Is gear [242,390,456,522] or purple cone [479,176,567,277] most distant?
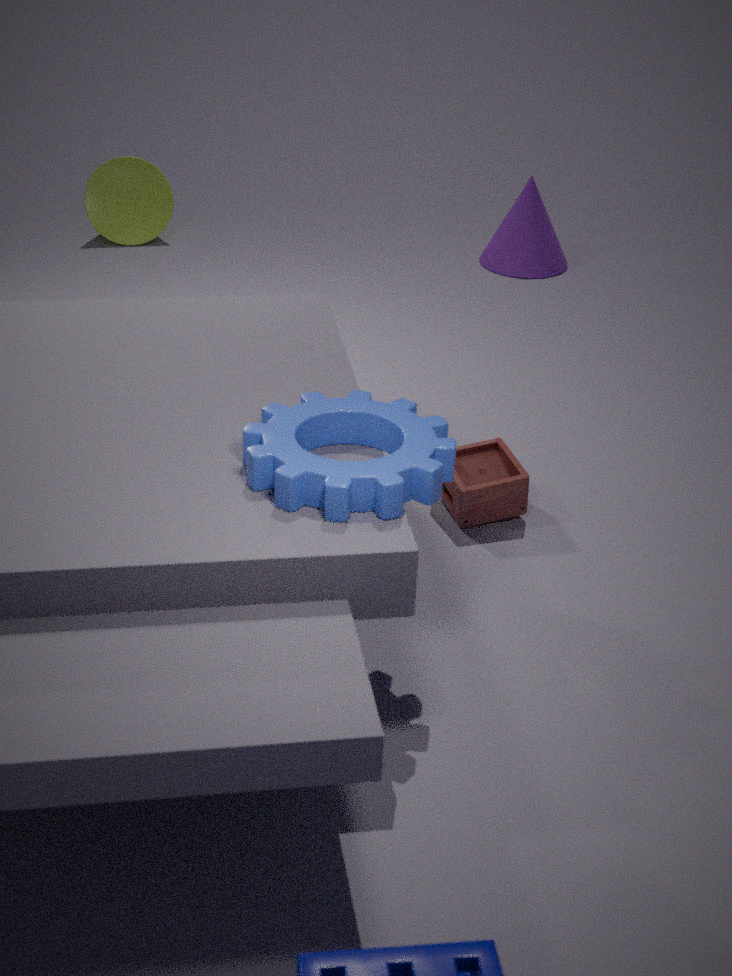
purple cone [479,176,567,277]
